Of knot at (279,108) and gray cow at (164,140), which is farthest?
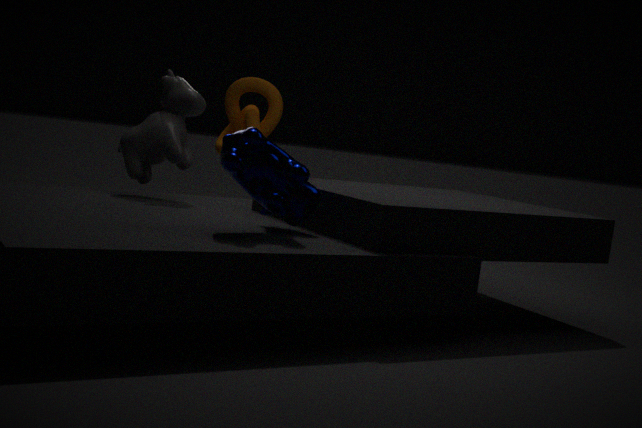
knot at (279,108)
